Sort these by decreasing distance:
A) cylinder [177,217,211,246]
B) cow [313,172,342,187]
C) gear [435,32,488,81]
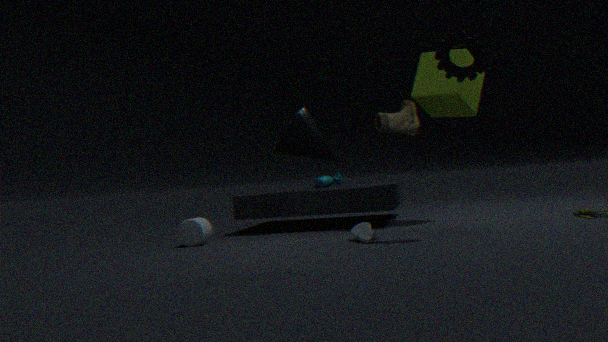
cow [313,172,342,187]
cylinder [177,217,211,246]
gear [435,32,488,81]
